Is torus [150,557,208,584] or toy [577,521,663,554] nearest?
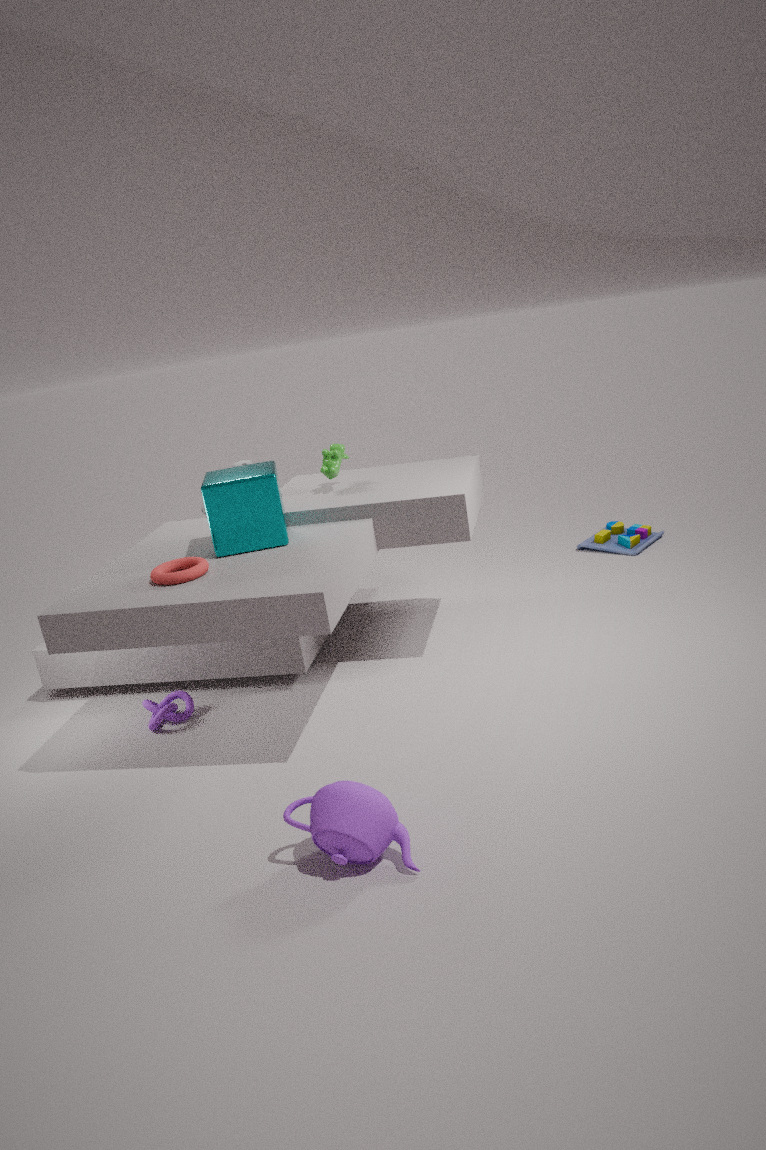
torus [150,557,208,584]
